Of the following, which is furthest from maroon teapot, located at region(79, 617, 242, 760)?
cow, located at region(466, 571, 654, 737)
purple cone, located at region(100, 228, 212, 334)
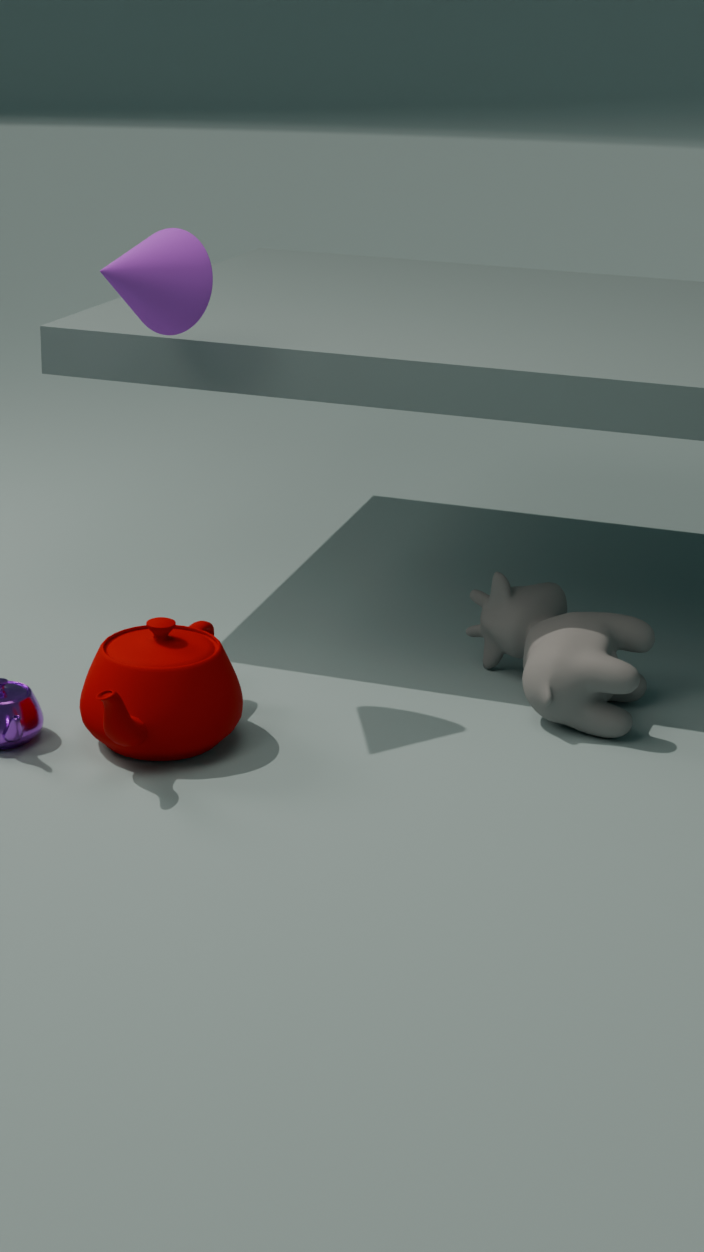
cow, located at region(466, 571, 654, 737)
